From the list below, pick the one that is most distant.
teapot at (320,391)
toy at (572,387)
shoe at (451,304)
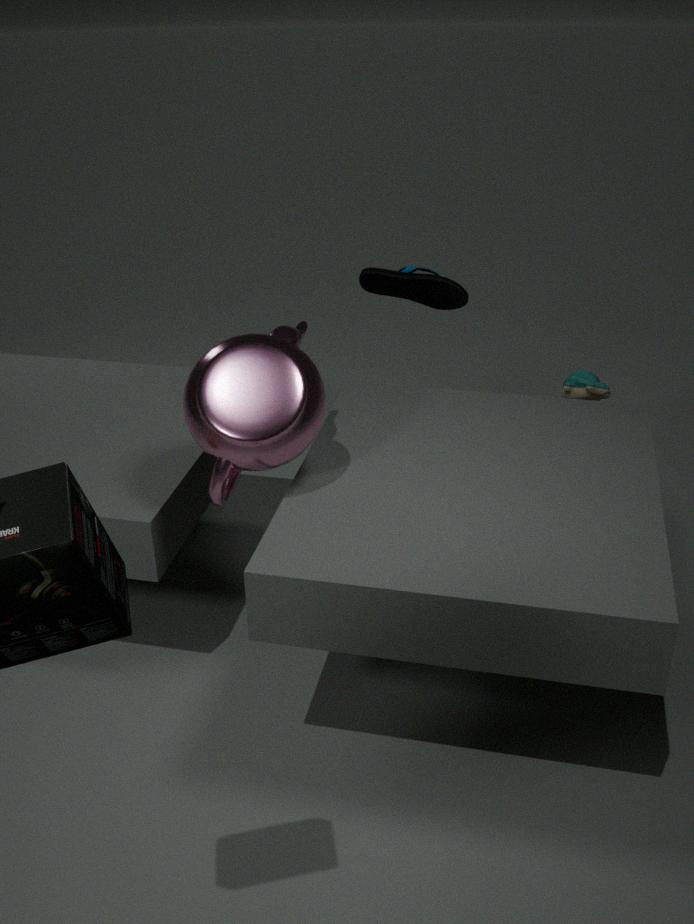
toy at (572,387)
